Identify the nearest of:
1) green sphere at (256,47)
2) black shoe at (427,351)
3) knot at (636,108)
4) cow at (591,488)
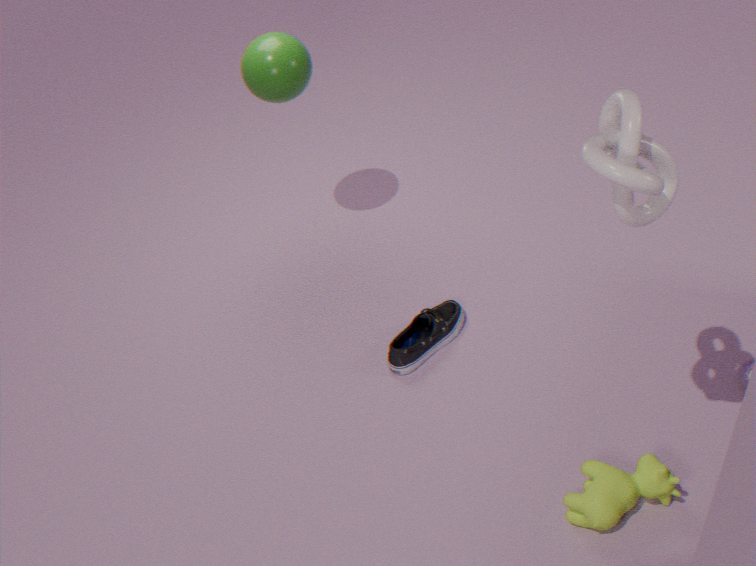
3. knot at (636,108)
